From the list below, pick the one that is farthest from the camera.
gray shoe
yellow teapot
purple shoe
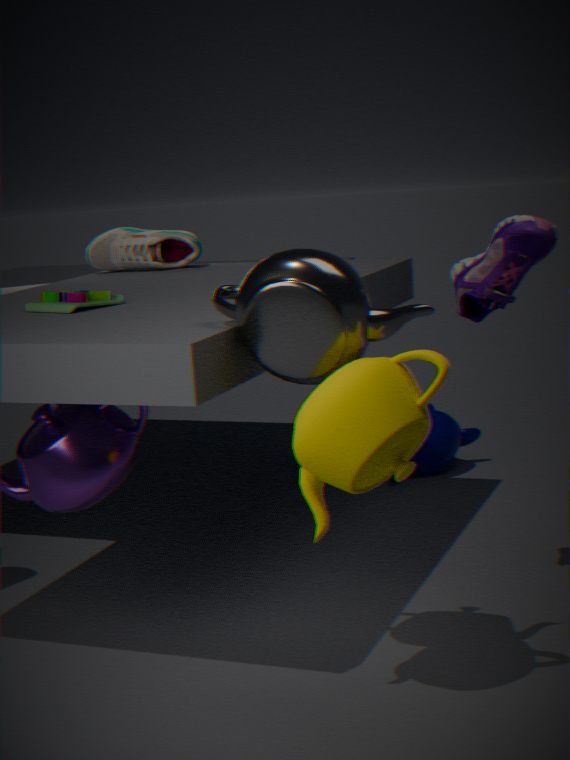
gray shoe
